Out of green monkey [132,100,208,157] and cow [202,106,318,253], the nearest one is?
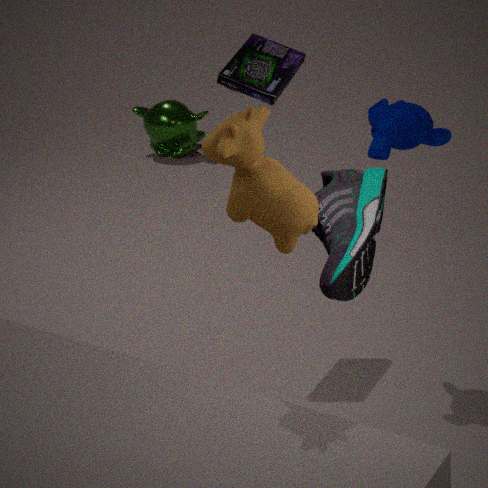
cow [202,106,318,253]
